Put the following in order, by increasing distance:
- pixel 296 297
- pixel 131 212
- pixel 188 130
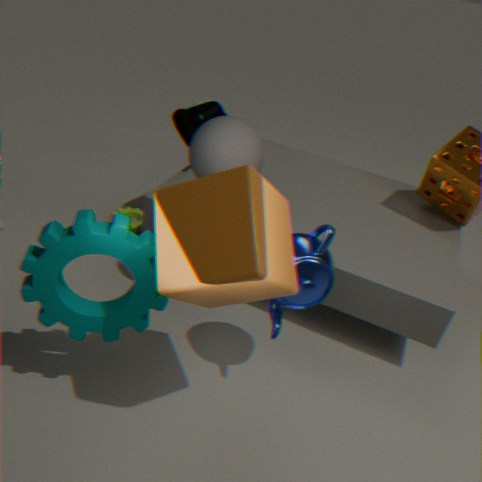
1. pixel 296 297
2. pixel 188 130
3. pixel 131 212
